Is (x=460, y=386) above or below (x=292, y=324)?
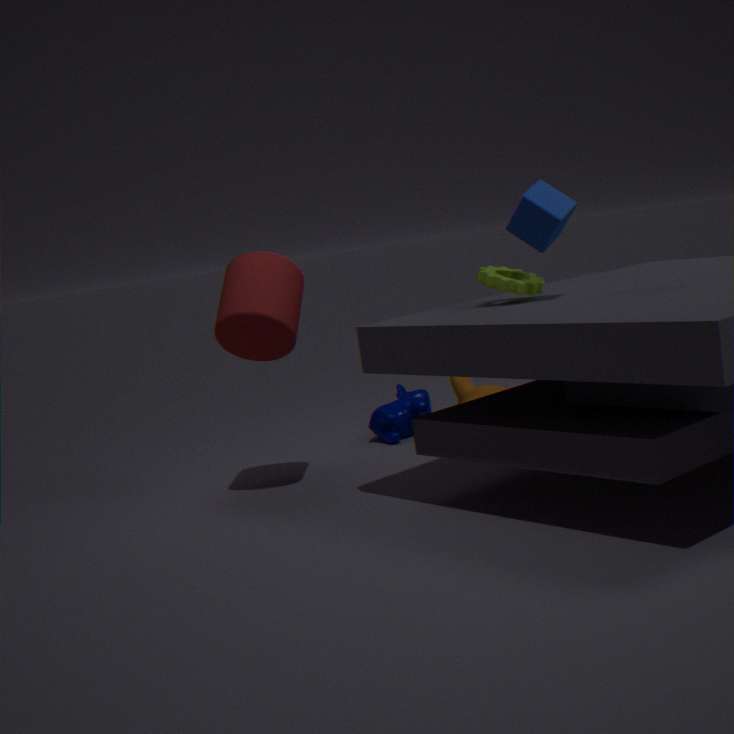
below
